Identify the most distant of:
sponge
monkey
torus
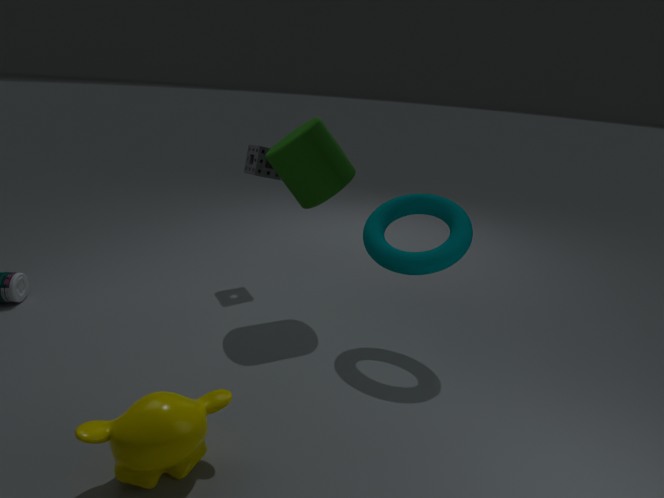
sponge
